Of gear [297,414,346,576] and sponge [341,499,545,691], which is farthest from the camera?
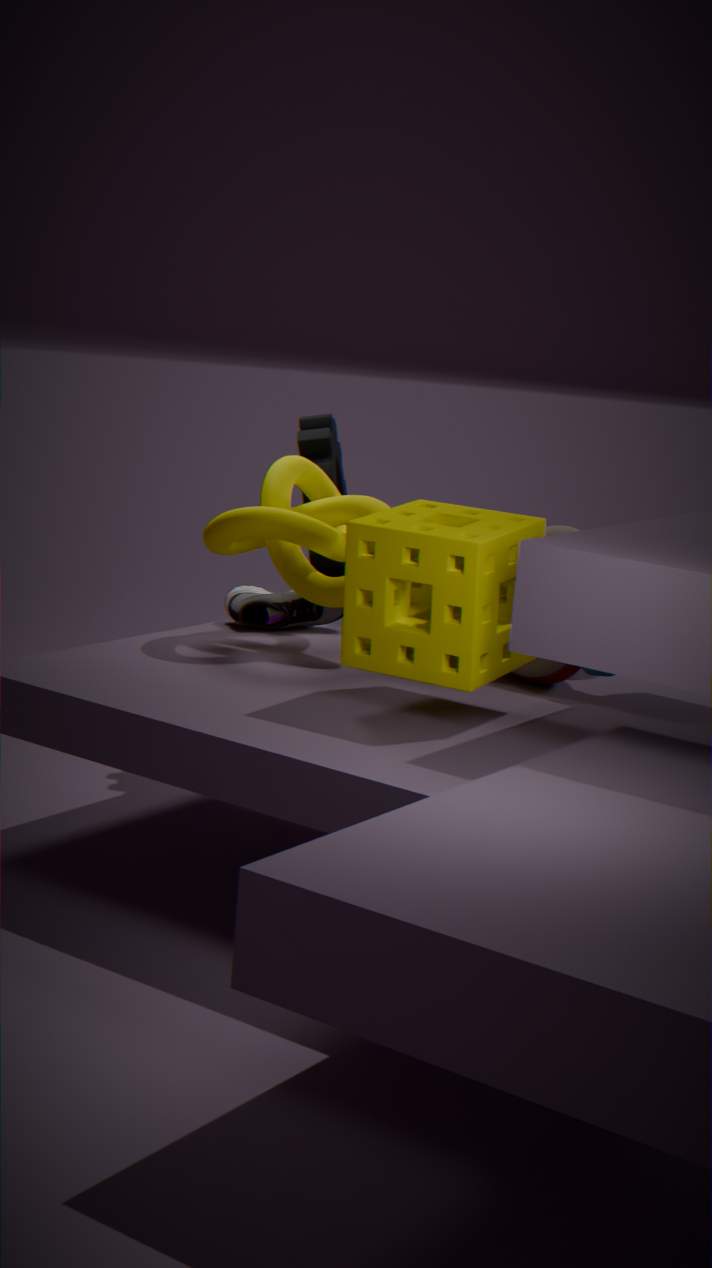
gear [297,414,346,576]
